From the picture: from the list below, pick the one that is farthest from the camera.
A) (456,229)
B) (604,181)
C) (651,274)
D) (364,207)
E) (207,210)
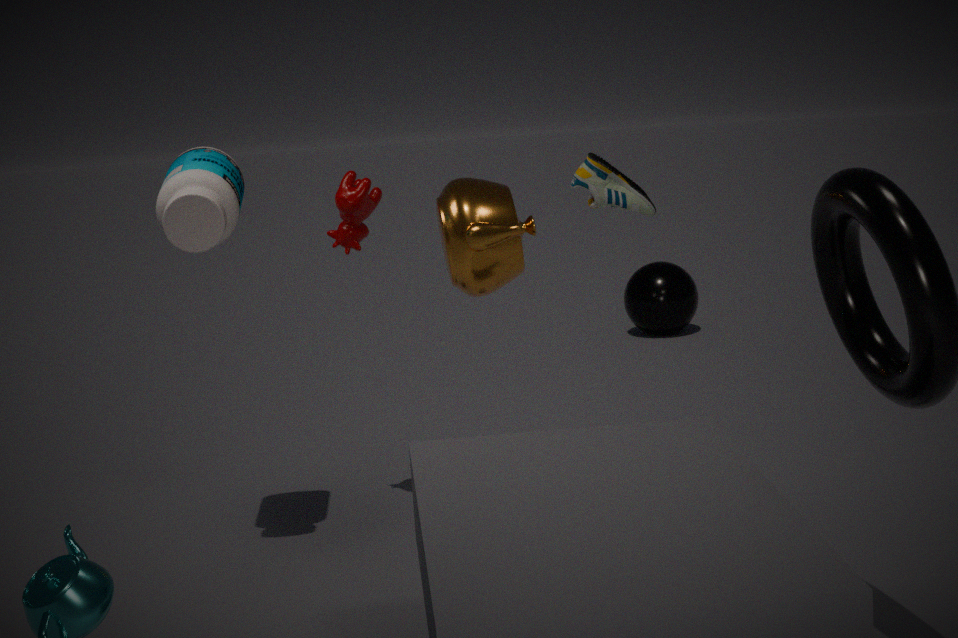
(651,274)
